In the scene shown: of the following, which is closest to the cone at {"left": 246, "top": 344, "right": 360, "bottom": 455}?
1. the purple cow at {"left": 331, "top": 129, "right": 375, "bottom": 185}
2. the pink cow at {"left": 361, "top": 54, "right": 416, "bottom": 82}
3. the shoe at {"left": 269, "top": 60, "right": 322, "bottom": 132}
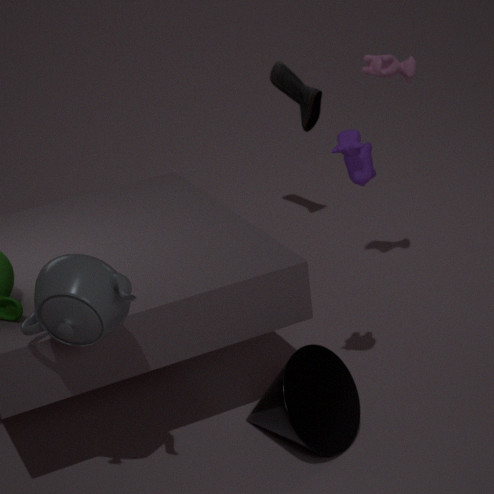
the purple cow at {"left": 331, "top": 129, "right": 375, "bottom": 185}
